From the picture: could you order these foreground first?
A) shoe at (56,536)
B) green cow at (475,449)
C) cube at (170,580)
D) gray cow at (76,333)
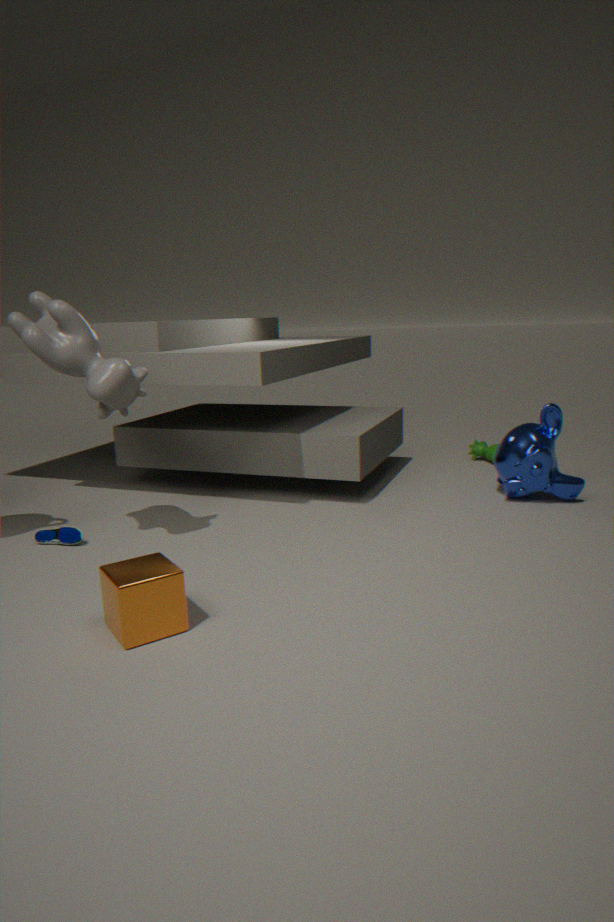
cube at (170,580)
gray cow at (76,333)
shoe at (56,536)
green cow at (475,449)
